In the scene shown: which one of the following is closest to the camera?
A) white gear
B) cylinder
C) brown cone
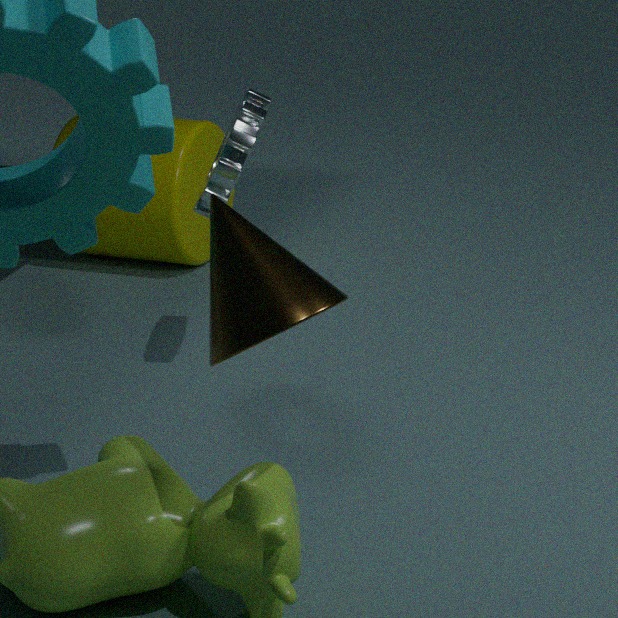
brown cone
